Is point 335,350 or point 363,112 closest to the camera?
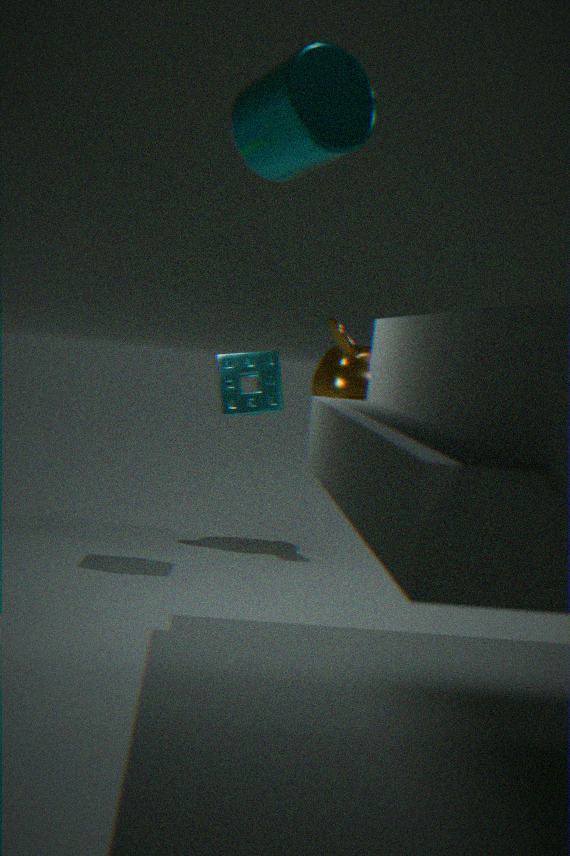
point 363,112
